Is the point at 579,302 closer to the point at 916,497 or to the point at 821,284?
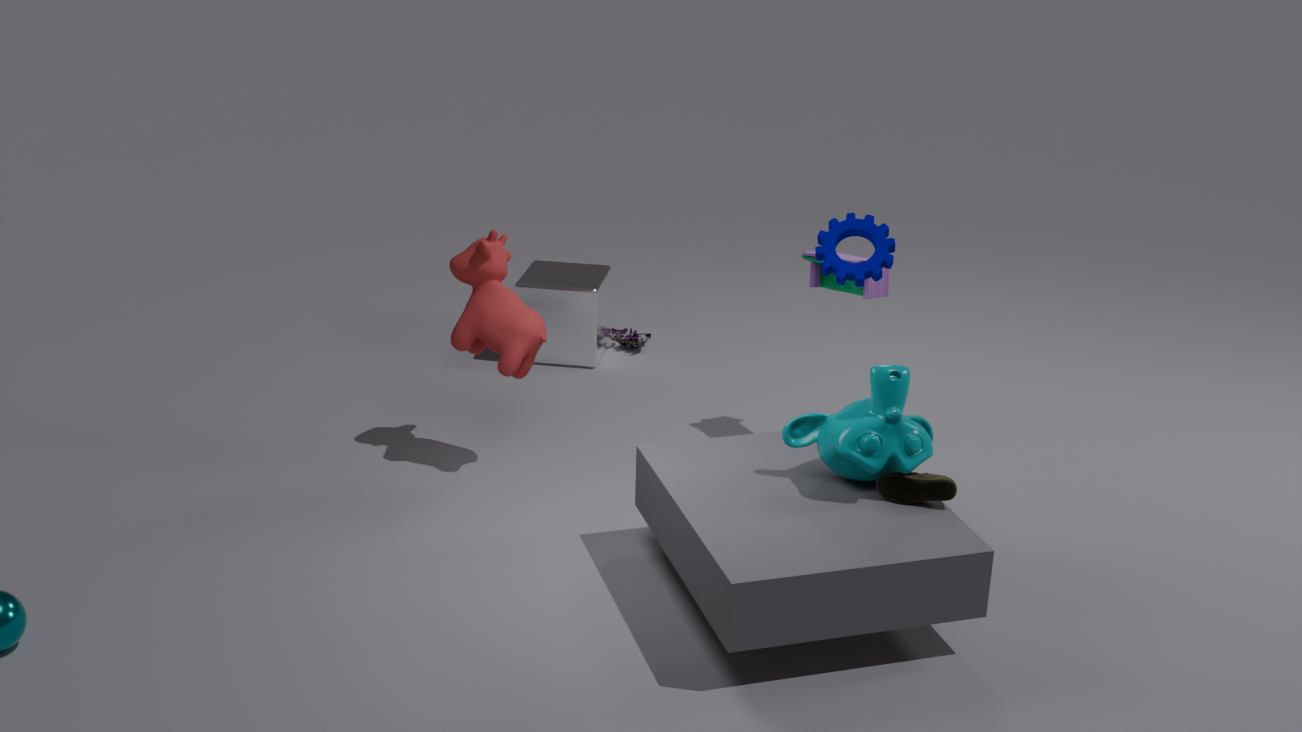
the point at 821,284
